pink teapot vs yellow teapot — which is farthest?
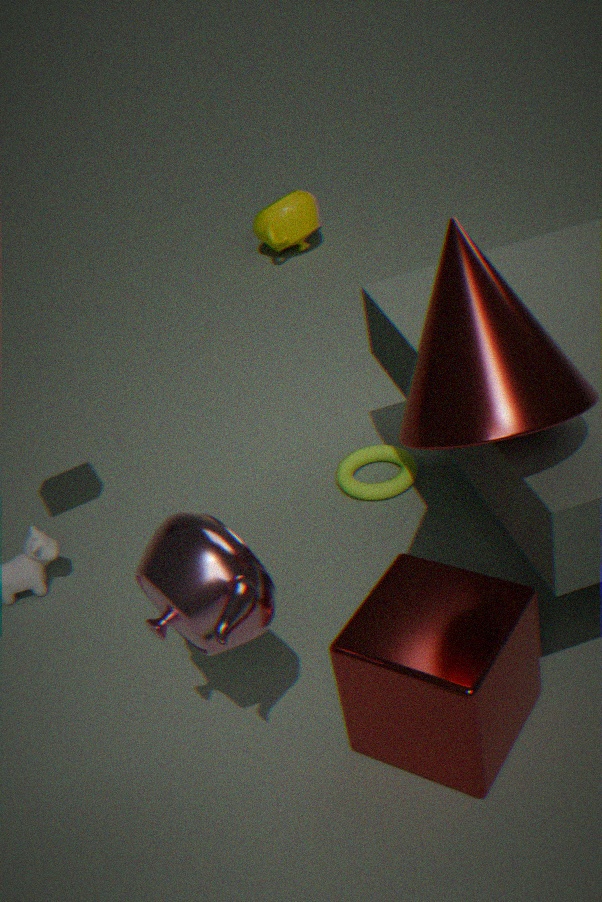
yellow teapot
